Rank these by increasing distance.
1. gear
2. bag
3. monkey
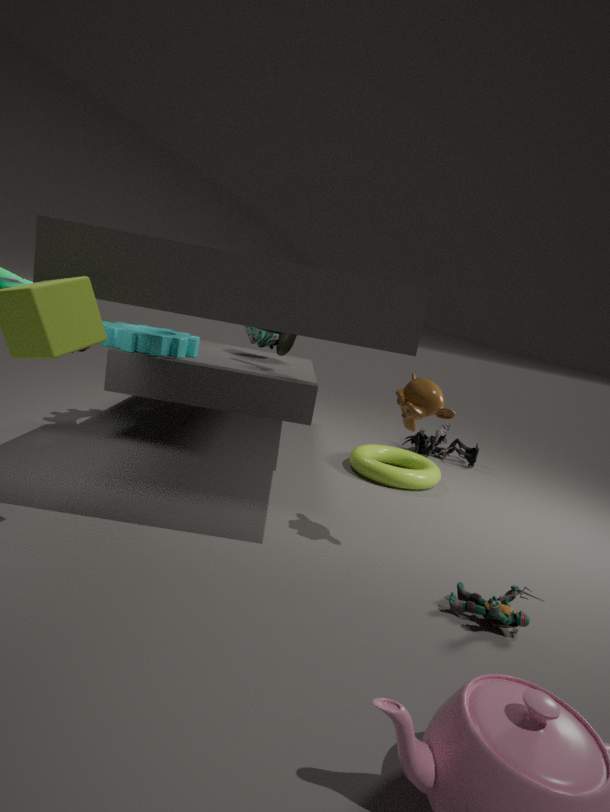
monkey < gear < bag
